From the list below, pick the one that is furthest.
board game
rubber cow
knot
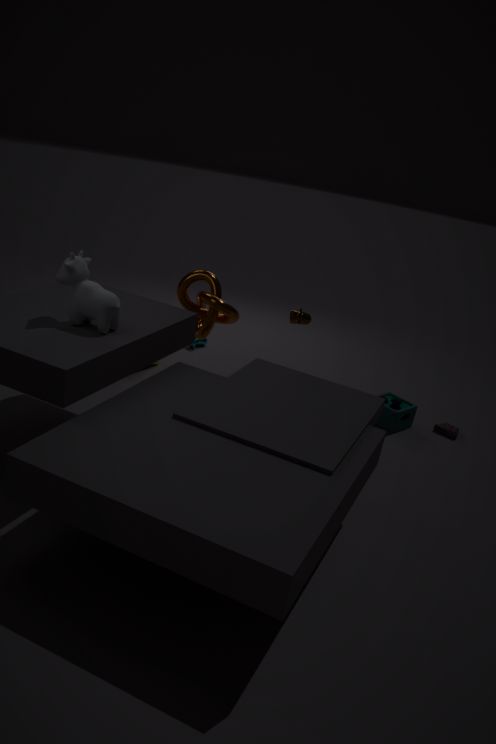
board game
